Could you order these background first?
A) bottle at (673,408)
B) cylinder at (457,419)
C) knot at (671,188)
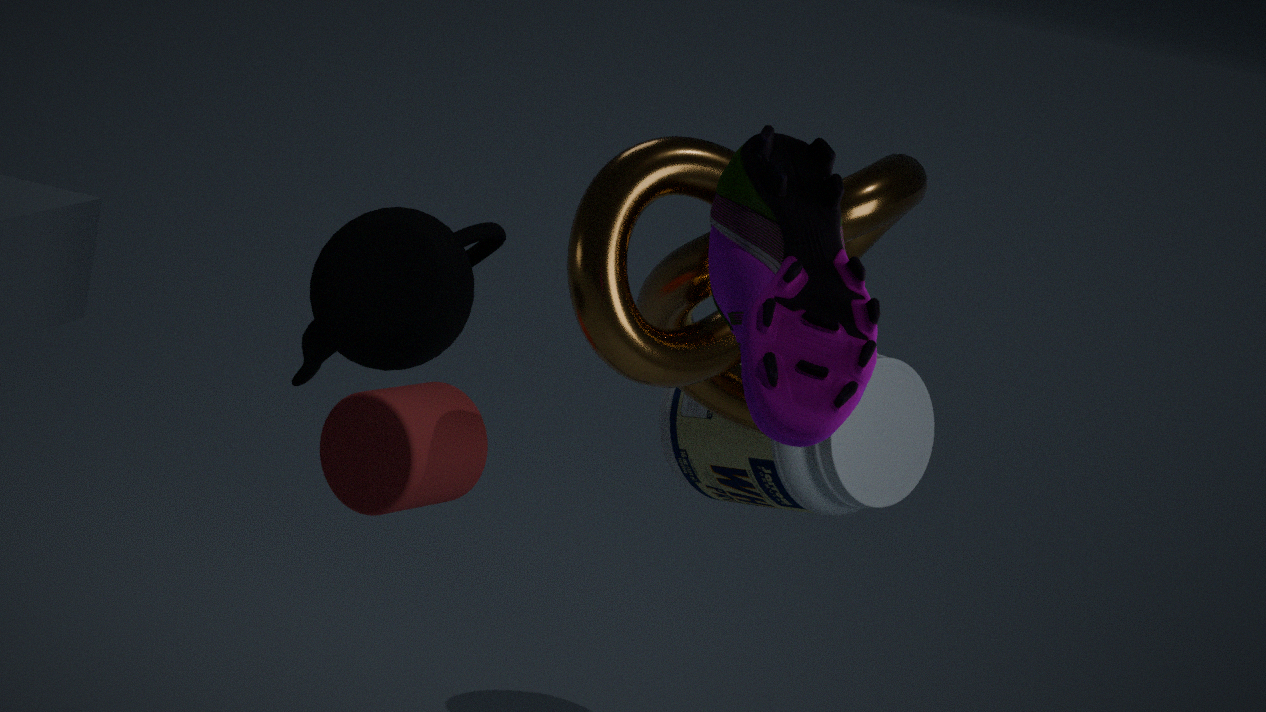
1. bottle at (673,408)
2. cylinder at (457,419)
3. knot at (671,188)
